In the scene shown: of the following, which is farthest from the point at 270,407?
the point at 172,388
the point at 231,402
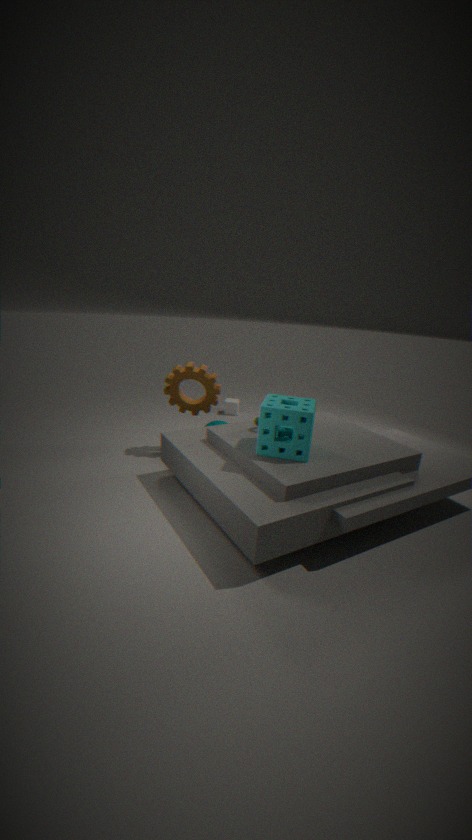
the point at 231,402
